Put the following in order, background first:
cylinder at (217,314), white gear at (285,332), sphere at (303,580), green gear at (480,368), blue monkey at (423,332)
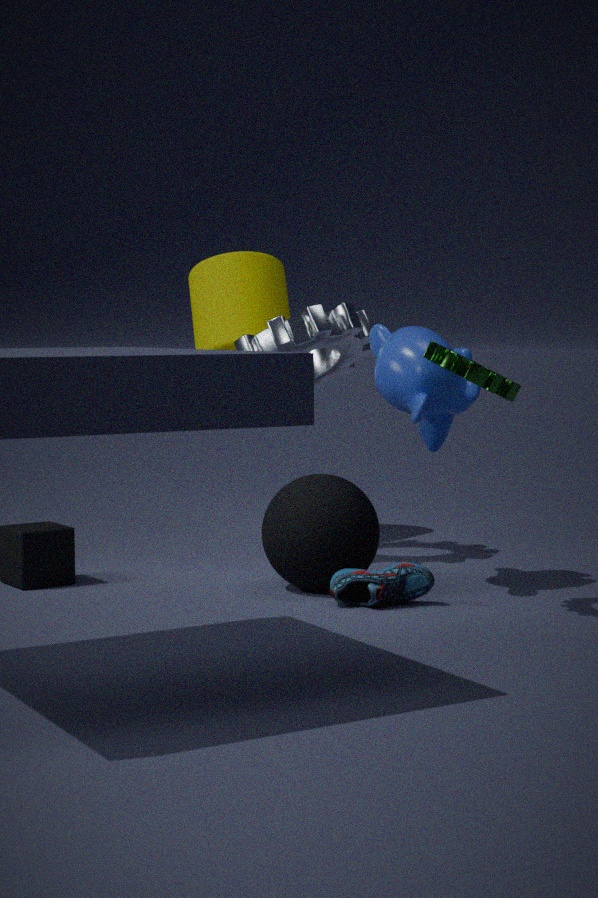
cylinder at (217,314) → white gear at (285,332) → sphere at (303,580) → blue monkey at (423,332) → green gear at (480,368)
